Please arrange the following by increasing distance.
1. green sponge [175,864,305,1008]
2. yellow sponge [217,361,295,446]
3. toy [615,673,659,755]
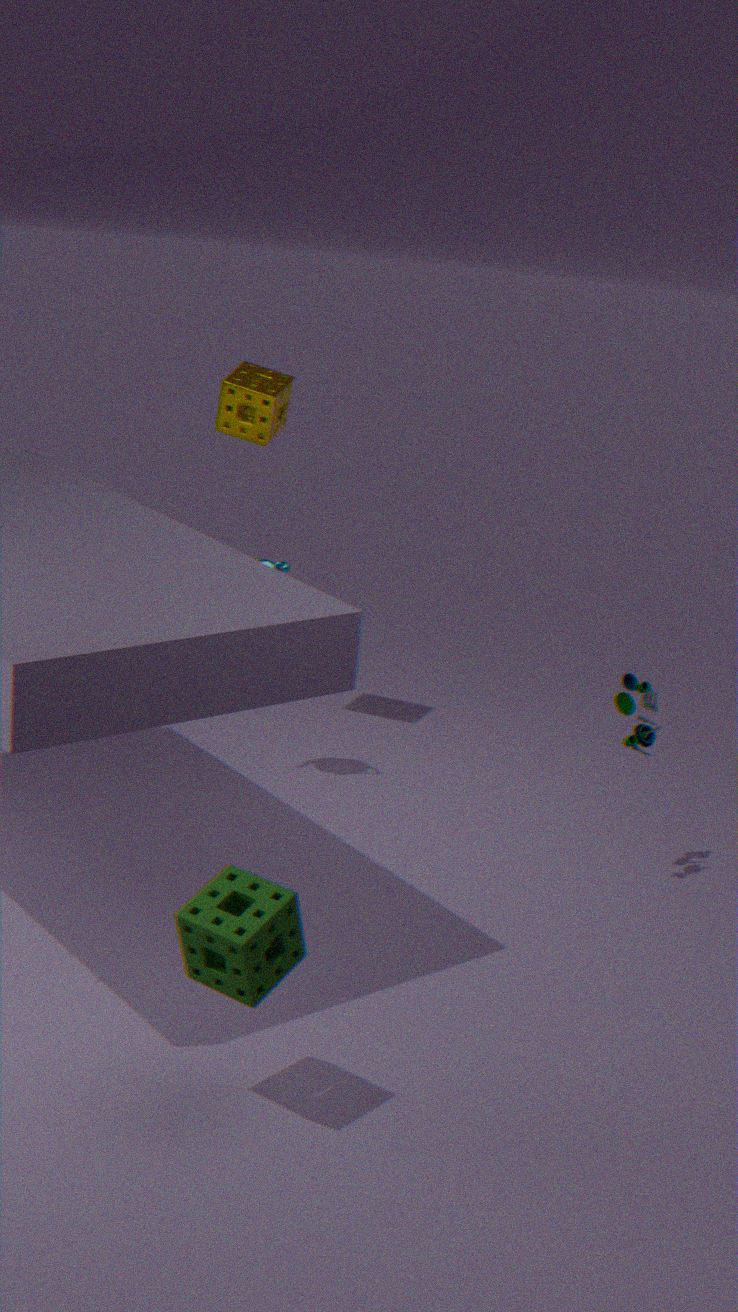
green sponge [175,864,305,1008]
toy [615,673,659,755]
yellow sponge [217,361,295,446]
